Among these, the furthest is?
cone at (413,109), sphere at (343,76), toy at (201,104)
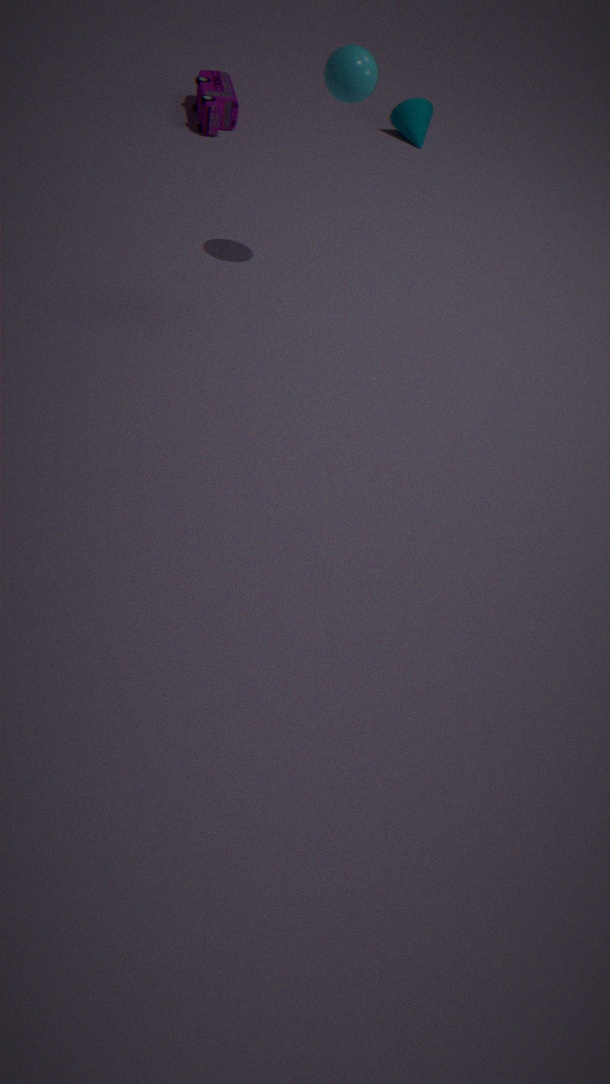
cone at (413,109)
